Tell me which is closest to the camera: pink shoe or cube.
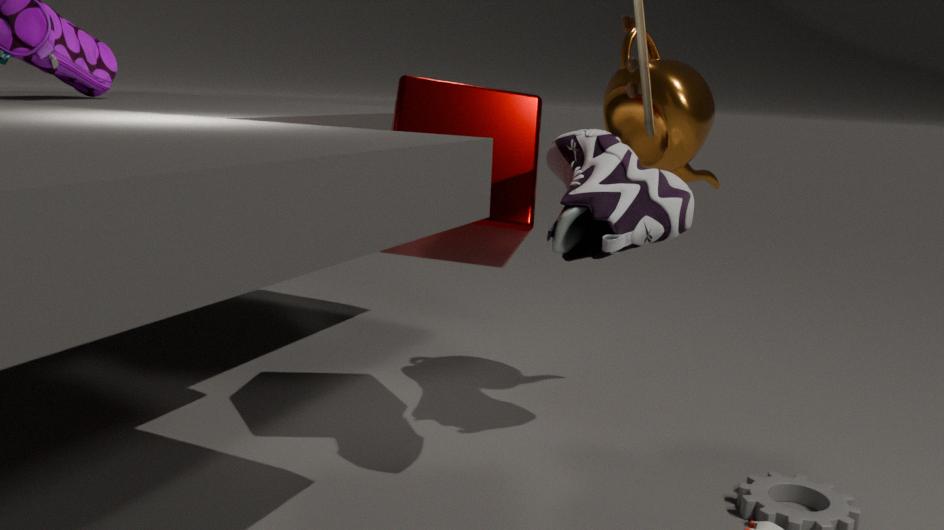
cube
